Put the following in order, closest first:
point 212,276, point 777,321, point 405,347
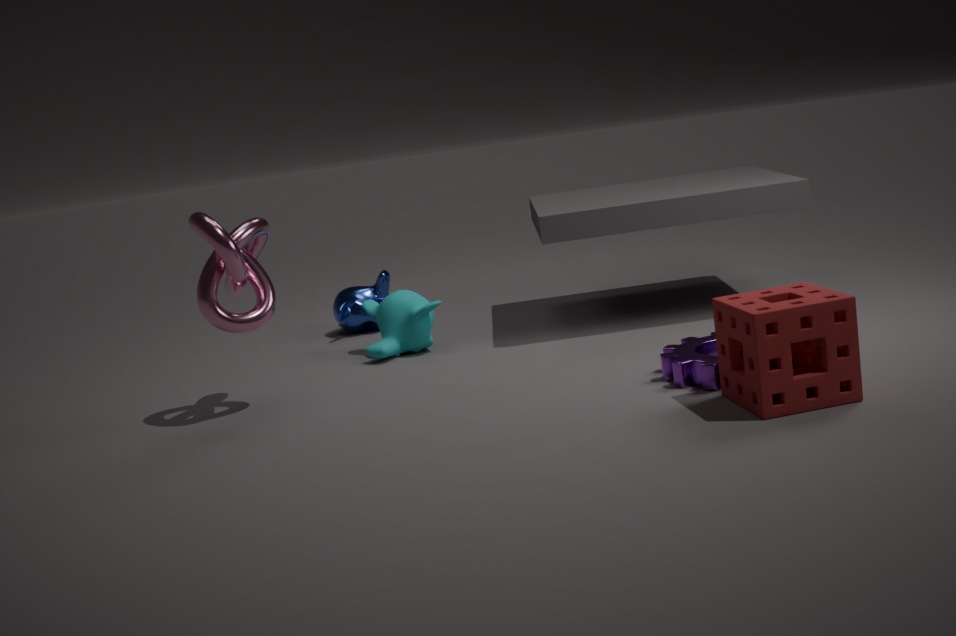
point 777,321, point 212,276, point 405,347
